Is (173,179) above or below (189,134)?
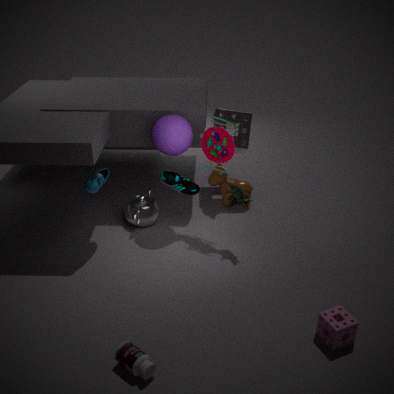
below
